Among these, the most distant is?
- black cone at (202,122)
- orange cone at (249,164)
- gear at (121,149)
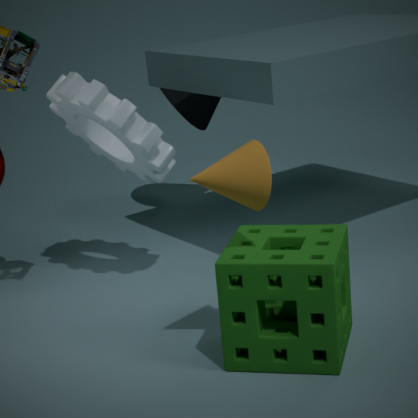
black cone at (202,122)
